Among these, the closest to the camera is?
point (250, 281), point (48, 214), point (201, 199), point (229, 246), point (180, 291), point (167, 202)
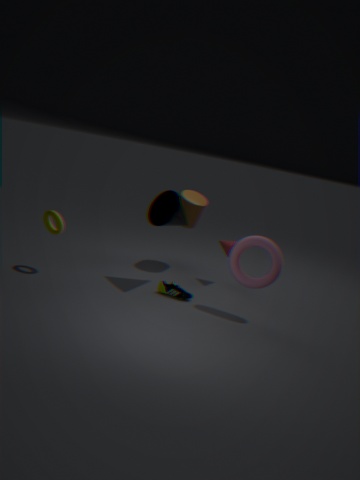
point (250, 281)
